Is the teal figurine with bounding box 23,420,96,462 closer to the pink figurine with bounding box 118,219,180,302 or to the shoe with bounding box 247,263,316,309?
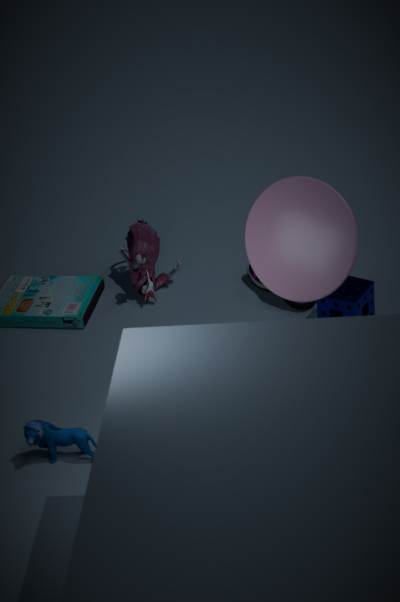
the pink figurine with bounding box 118,219,180,302
